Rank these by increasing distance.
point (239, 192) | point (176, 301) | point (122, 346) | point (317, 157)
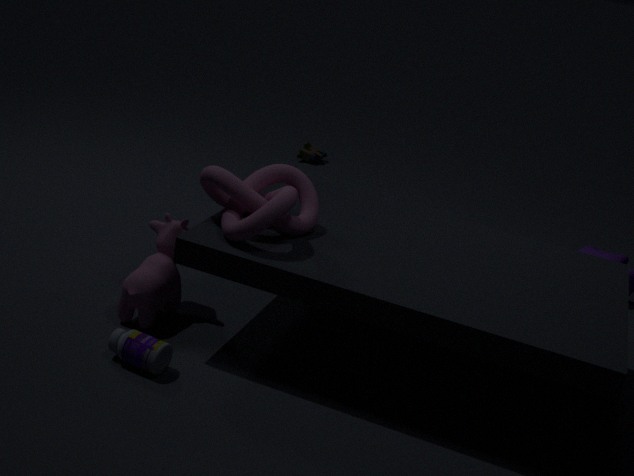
1. point (122, 346)
2. point (239, 192)
3. point (176, 301)
4. point (317, 157)
